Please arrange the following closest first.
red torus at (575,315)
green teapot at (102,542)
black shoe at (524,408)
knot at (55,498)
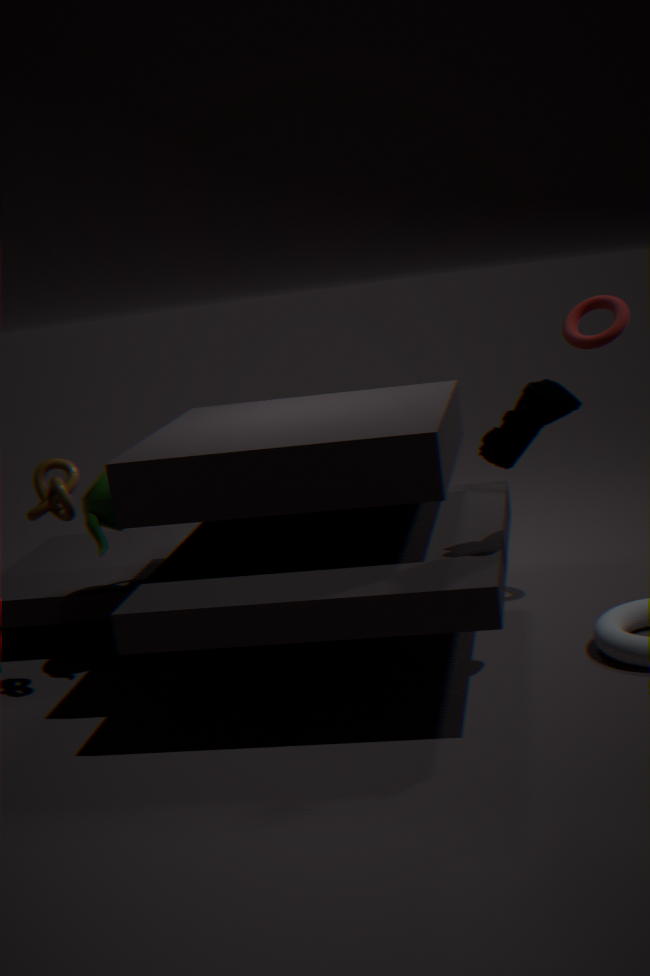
black shoe at (524,408), knot at (55,498), green teapot at (102,542), red torus at (575,315)
